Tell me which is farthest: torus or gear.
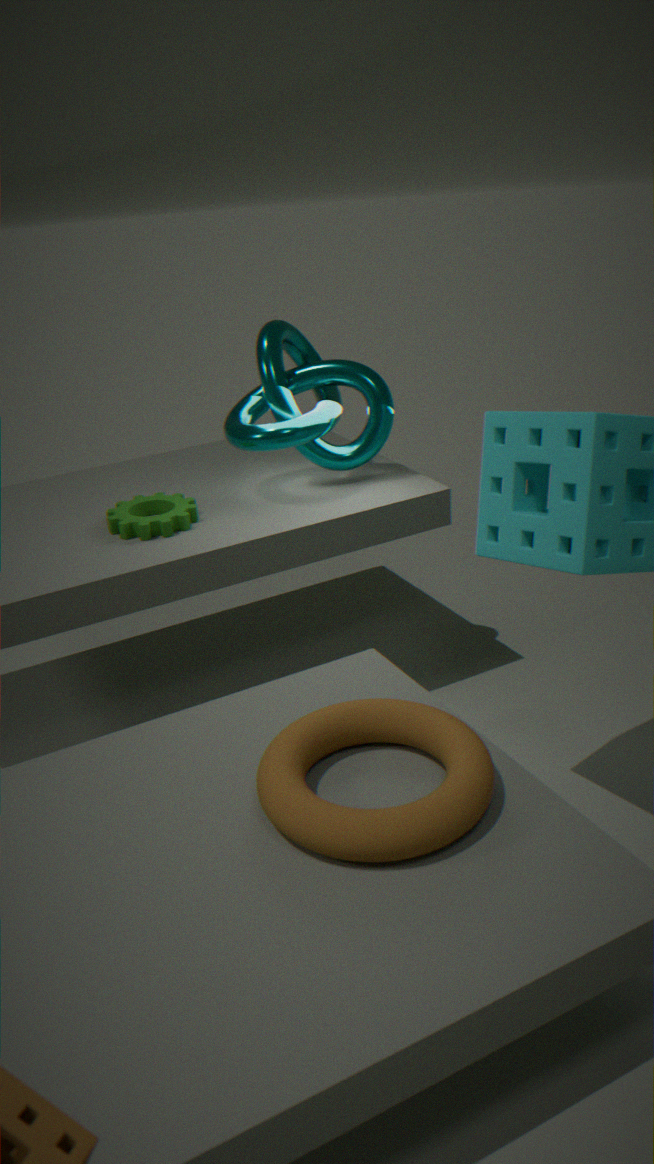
gear
